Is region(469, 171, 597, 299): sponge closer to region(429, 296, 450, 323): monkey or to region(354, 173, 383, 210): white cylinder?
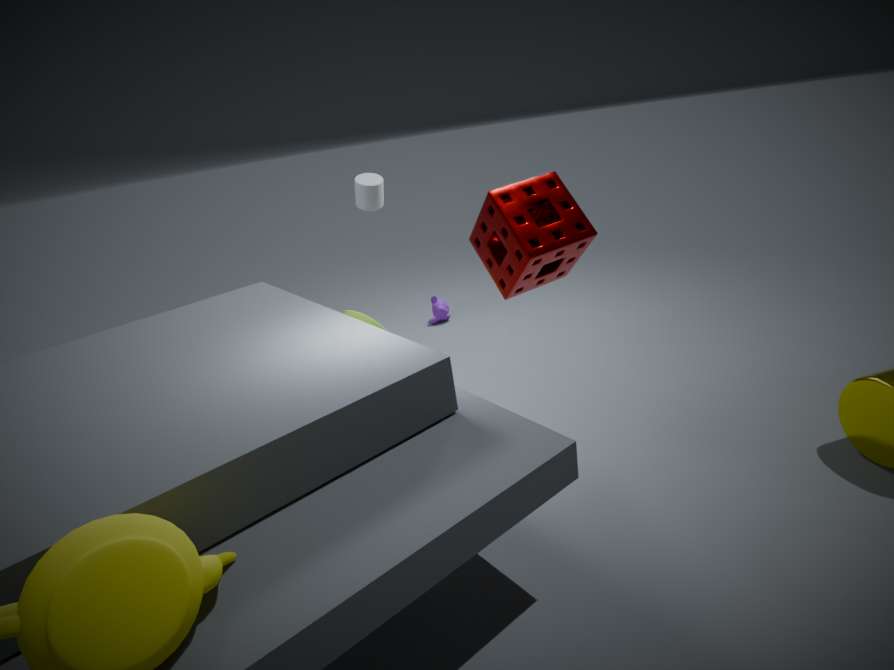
region(354, 173, 383, 210): white cylinder
